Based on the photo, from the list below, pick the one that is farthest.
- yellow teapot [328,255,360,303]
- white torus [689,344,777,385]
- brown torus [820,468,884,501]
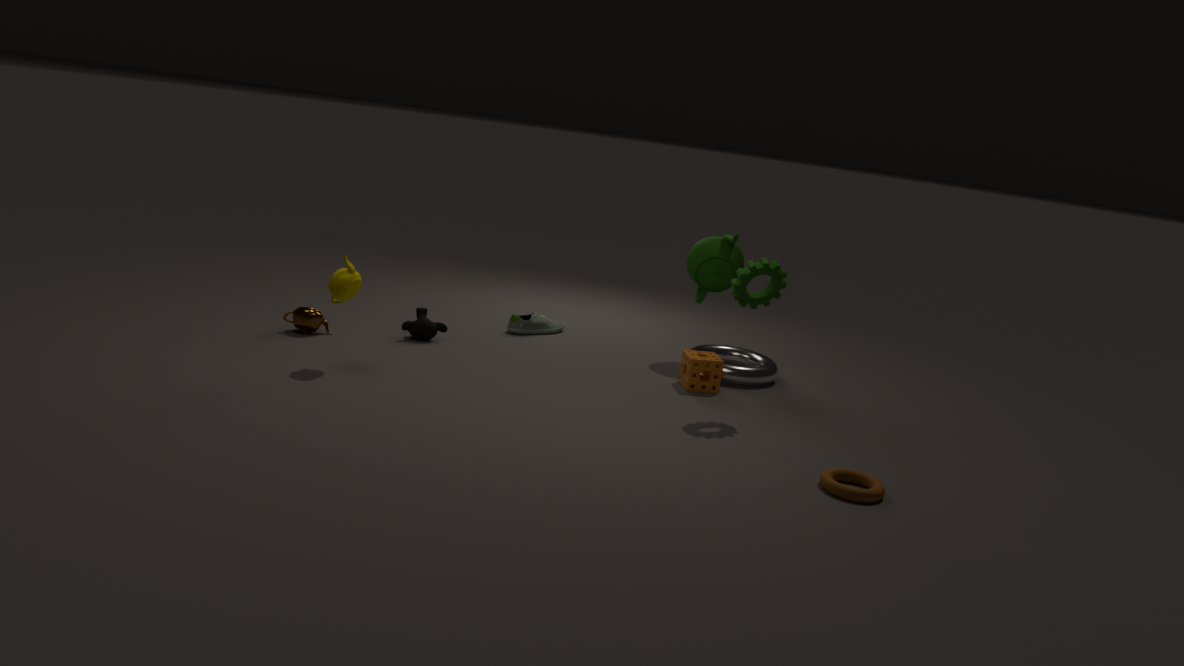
white torus [689,344,777,385]
